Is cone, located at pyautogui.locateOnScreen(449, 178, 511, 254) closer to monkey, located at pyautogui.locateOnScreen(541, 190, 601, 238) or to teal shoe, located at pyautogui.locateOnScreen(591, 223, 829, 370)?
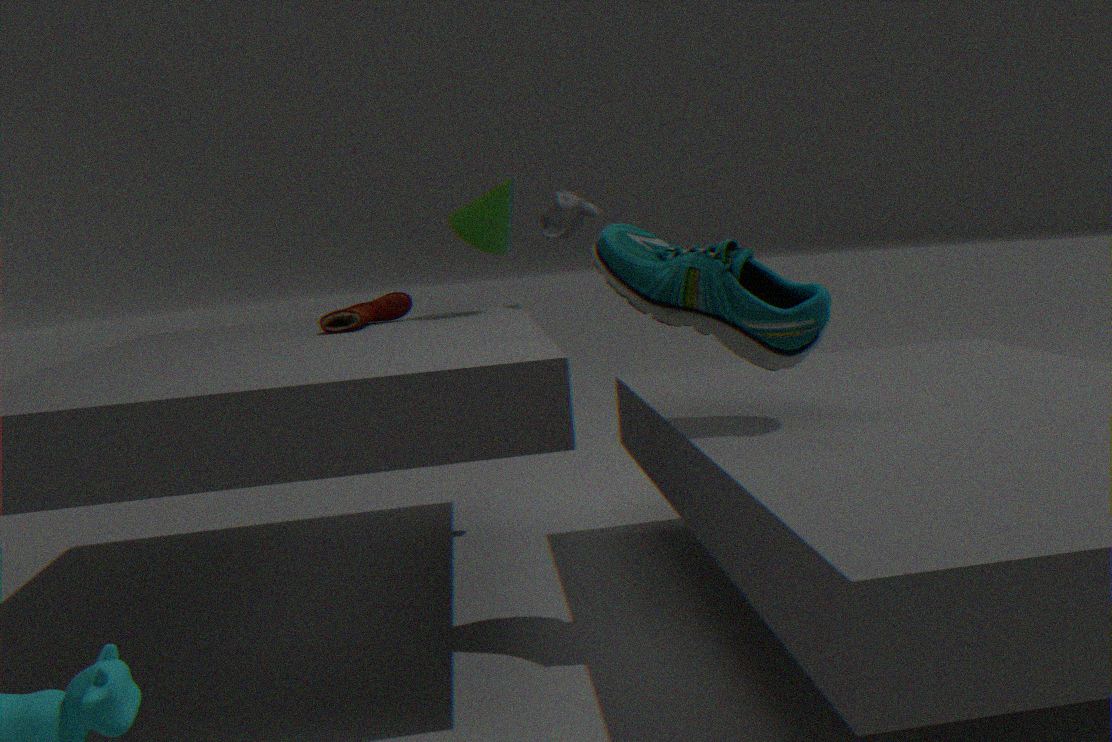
monkey, located at pyautogui.locateOnScreen(541, 190, 601, 238)
